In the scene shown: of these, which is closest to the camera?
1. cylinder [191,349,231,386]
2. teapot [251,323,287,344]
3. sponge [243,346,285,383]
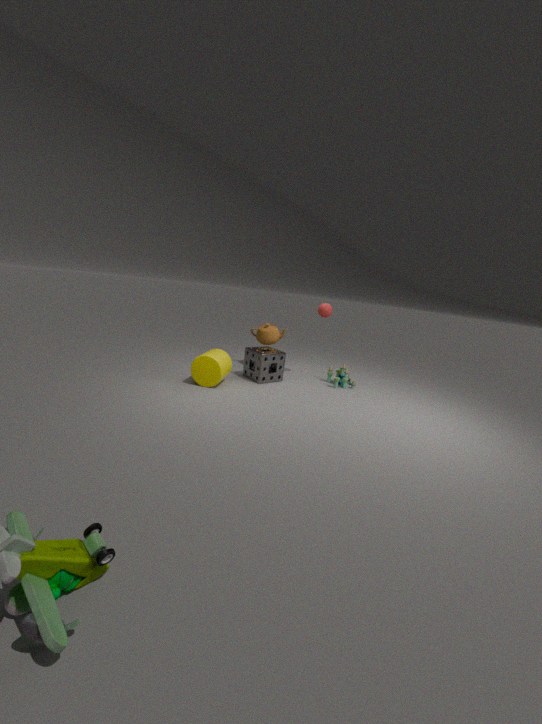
cylinder [191,349,231,386]
